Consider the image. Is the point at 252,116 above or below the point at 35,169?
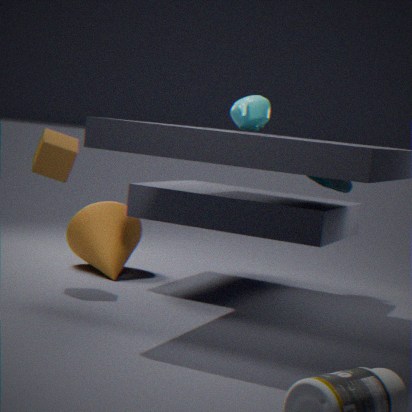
above
